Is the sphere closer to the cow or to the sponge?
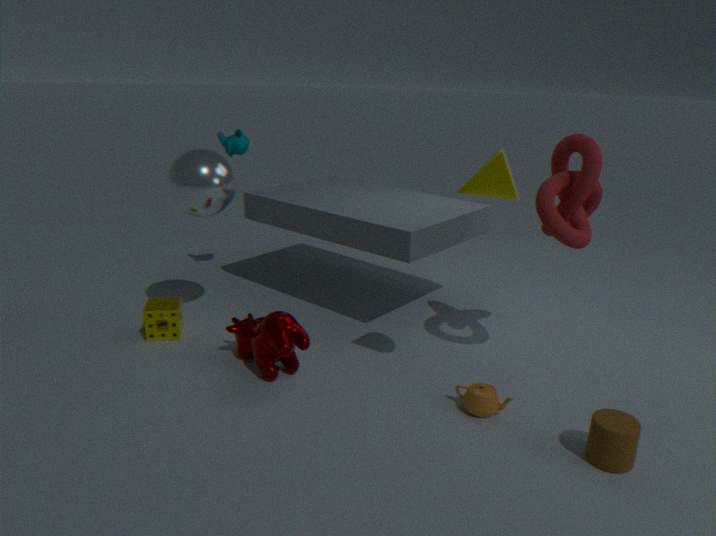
the sponge
